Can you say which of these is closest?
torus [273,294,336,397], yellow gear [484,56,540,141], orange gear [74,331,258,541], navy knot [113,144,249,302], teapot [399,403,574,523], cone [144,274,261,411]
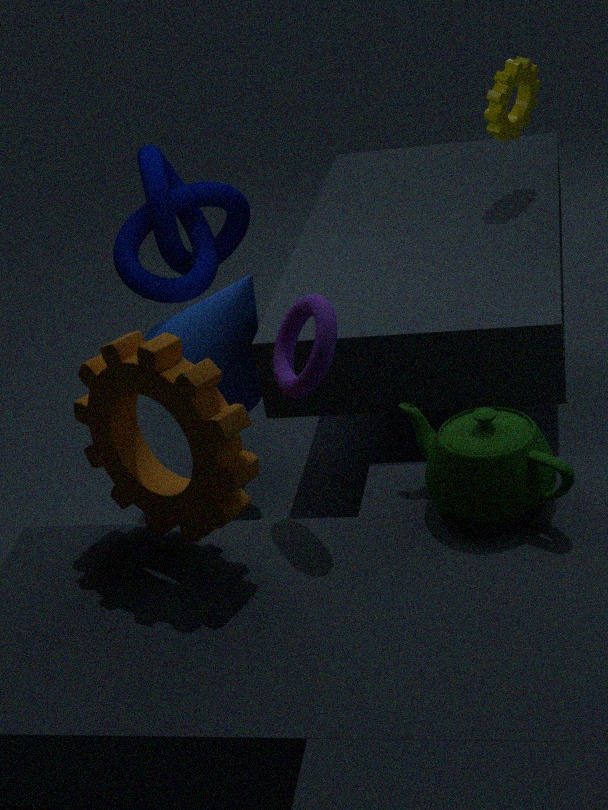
orange gear [74,331,258,541]
